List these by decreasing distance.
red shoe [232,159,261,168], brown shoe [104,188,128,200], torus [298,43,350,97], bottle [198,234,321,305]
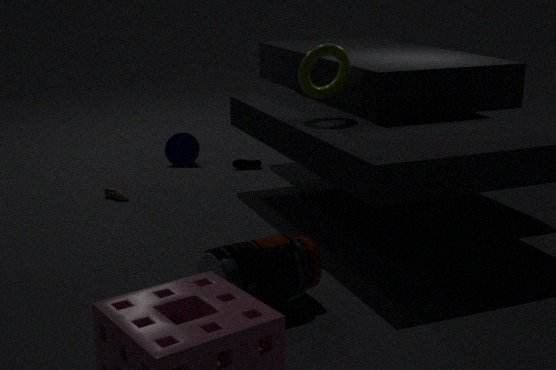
red shoe [232,159,261,168]
brown shoe [104,188,128,200]
torus [298,43,350,97]
bottle [198,234,321,305]
